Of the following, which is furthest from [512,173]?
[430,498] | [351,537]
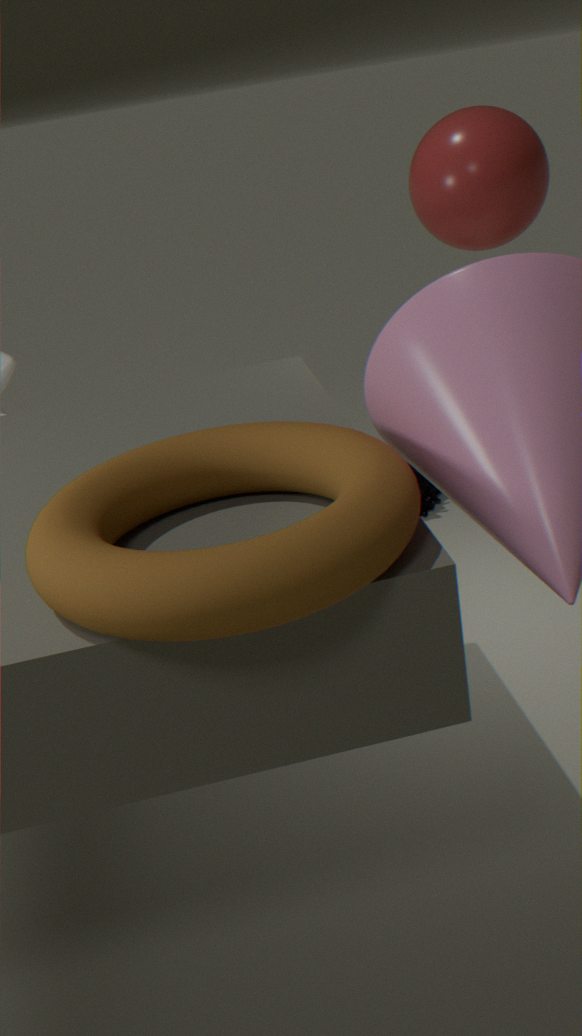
[351,537]
